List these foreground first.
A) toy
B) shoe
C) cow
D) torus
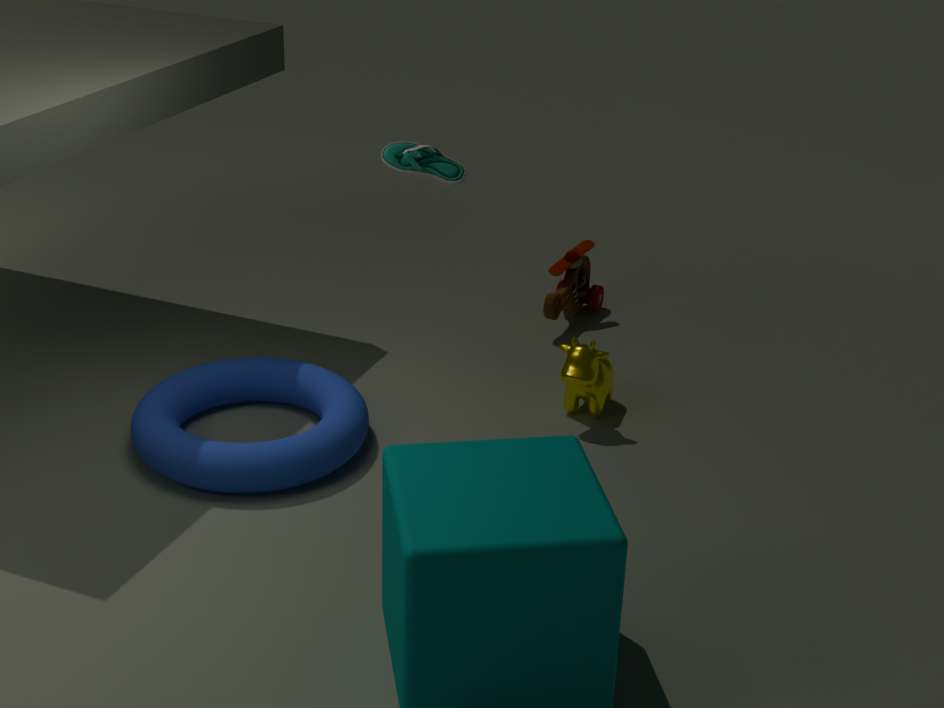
torus < shoe < cow < toy
